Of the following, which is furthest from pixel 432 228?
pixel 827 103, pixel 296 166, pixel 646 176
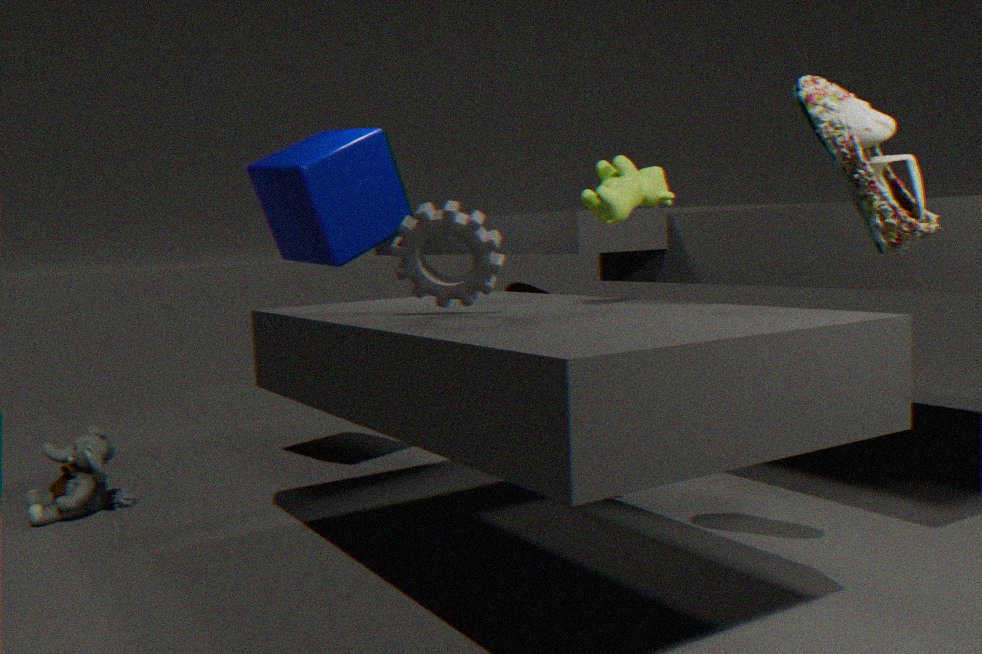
pixel 296 166
